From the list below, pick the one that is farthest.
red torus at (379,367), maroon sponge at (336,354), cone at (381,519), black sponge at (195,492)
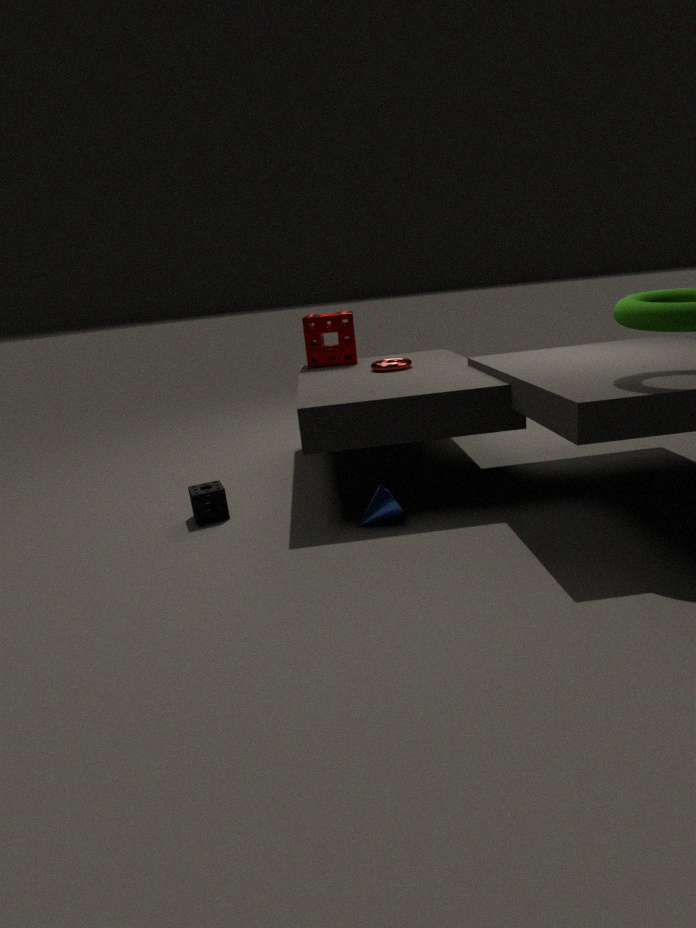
maroon sponge at (336,354)
